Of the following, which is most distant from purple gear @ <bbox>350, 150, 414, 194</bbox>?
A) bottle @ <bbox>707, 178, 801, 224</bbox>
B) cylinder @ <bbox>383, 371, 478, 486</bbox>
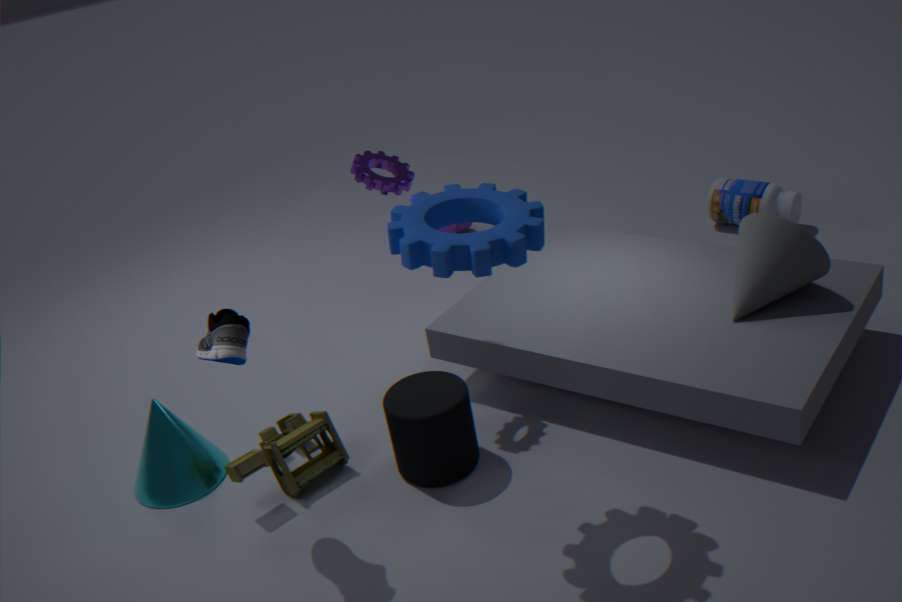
bottle @ <bbox>707, 178, 801, 224</bbox>
